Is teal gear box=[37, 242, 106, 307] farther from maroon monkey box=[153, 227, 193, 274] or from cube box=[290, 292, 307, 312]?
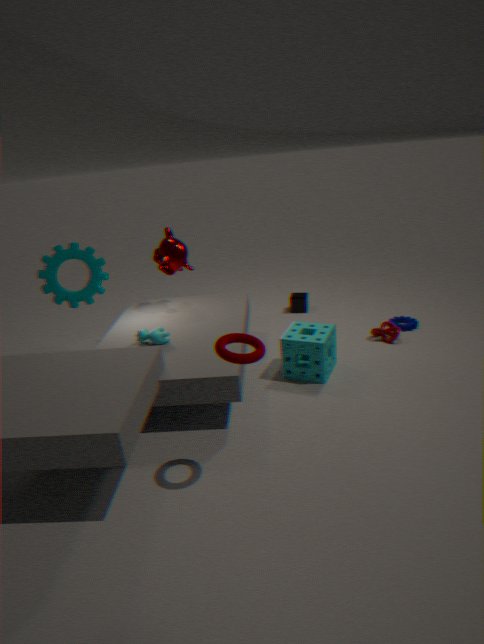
cube box=[290, 292, 307, 312]
